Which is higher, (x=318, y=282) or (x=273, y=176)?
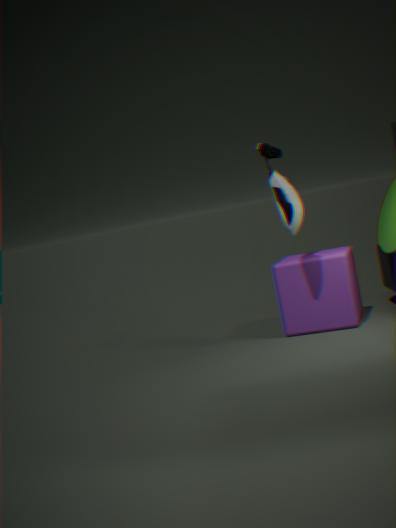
(x=273, y=176)
